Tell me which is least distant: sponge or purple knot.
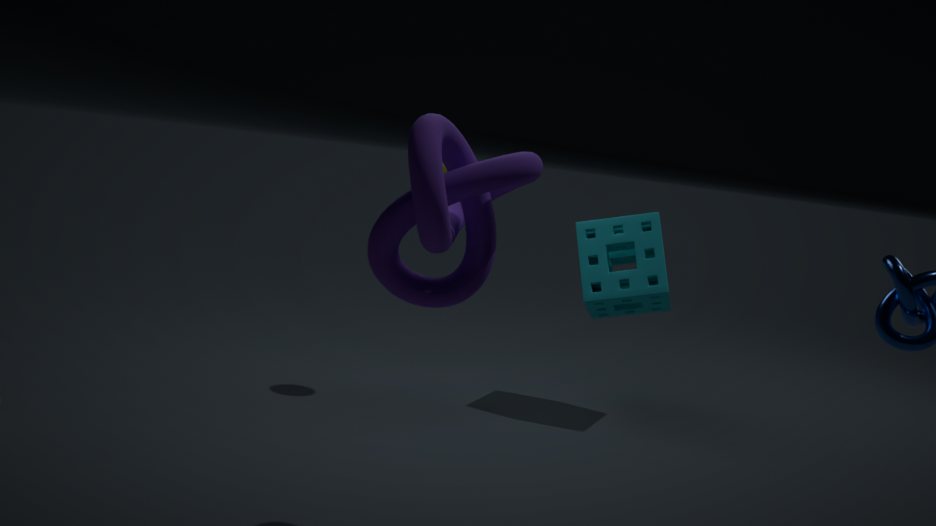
purple knot
